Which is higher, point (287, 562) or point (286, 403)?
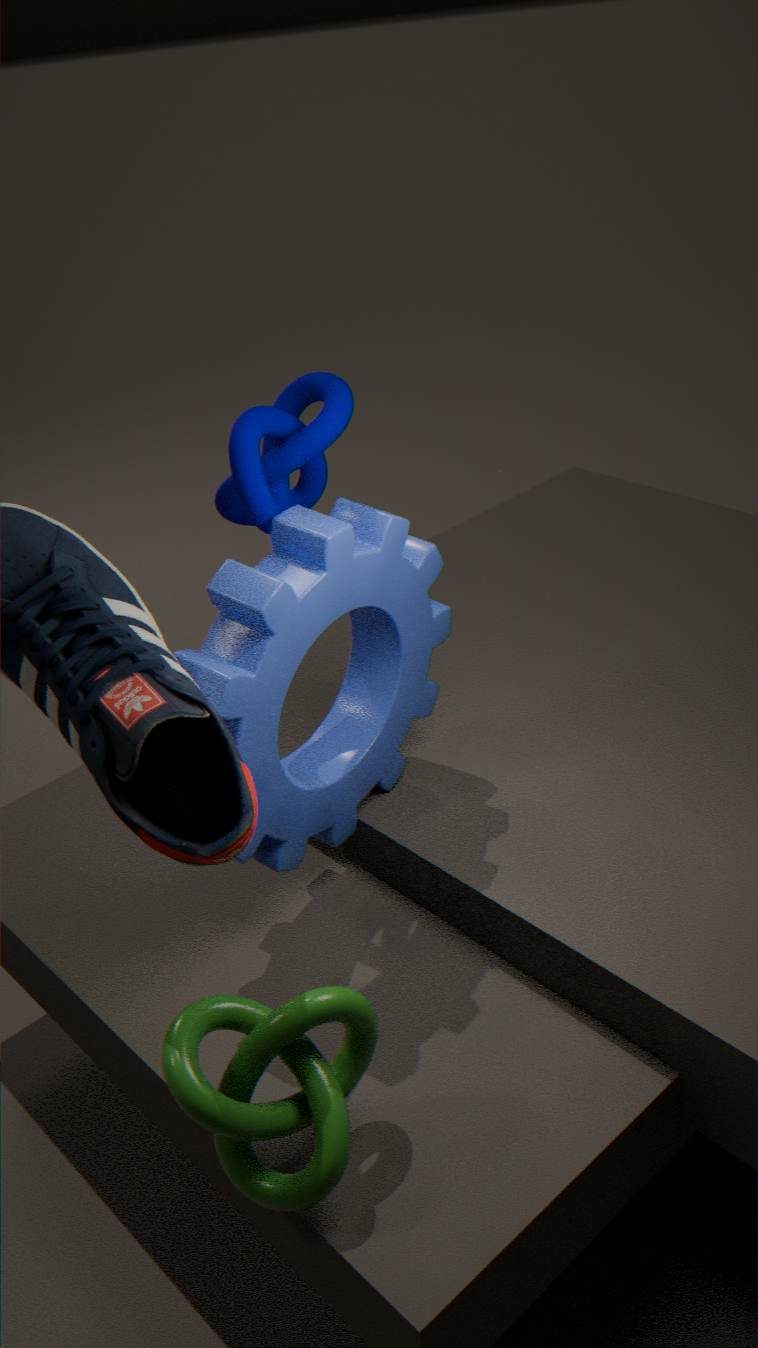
point (286, 403)
